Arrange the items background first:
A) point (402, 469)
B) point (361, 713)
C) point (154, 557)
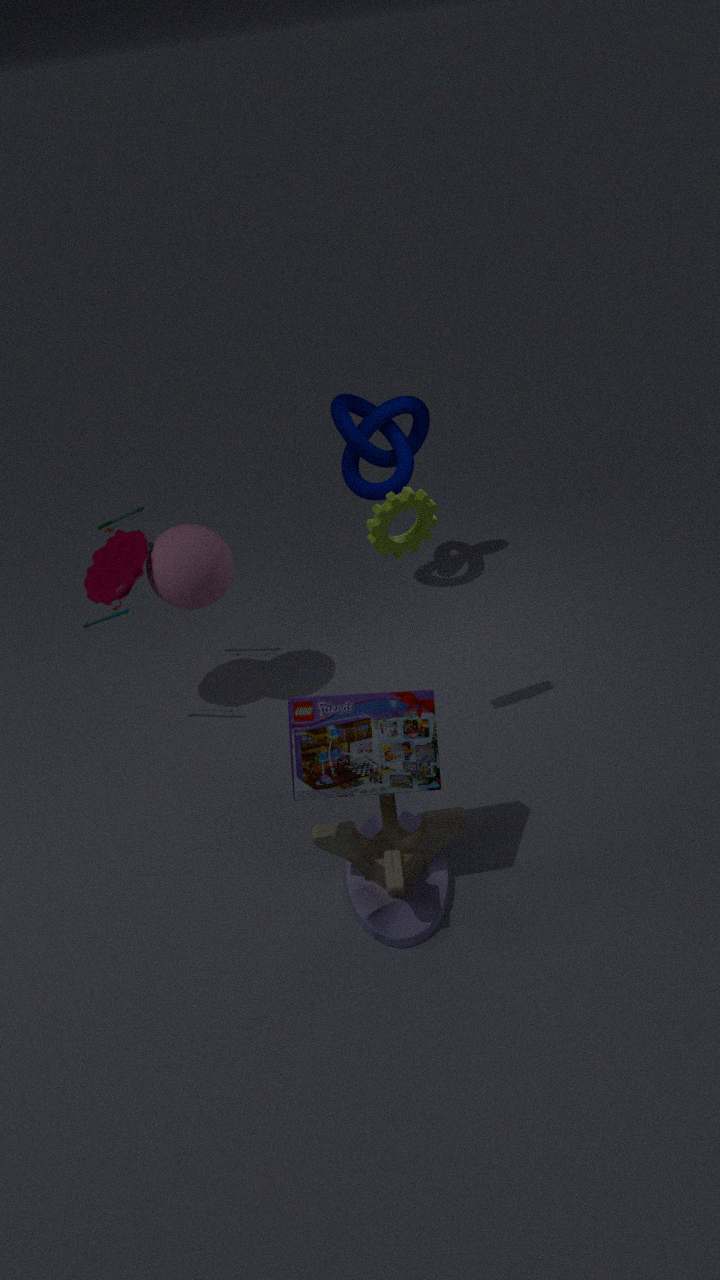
1. point (402, 469)
2. point (154, 557)
3. point (361, 713)
